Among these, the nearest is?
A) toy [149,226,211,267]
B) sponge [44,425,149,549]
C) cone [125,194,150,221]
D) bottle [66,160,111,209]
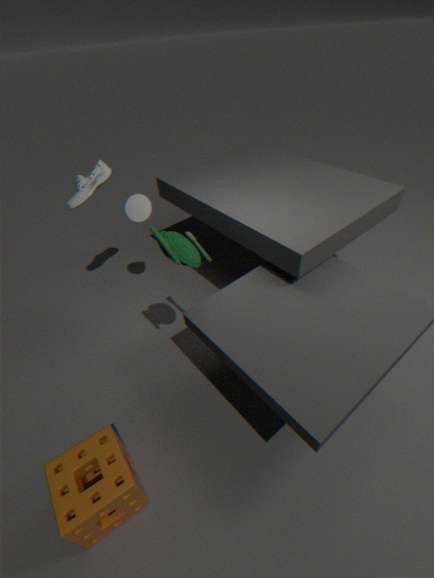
sponge [44,425,149,549]
